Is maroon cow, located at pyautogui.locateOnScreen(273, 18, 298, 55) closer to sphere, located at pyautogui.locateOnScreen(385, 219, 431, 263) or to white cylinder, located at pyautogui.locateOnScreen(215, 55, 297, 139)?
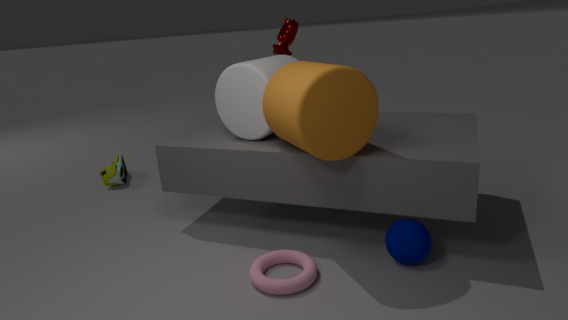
white cylinder, located at pyautogui.locateOnScreen(215, 55, 297, 139)
